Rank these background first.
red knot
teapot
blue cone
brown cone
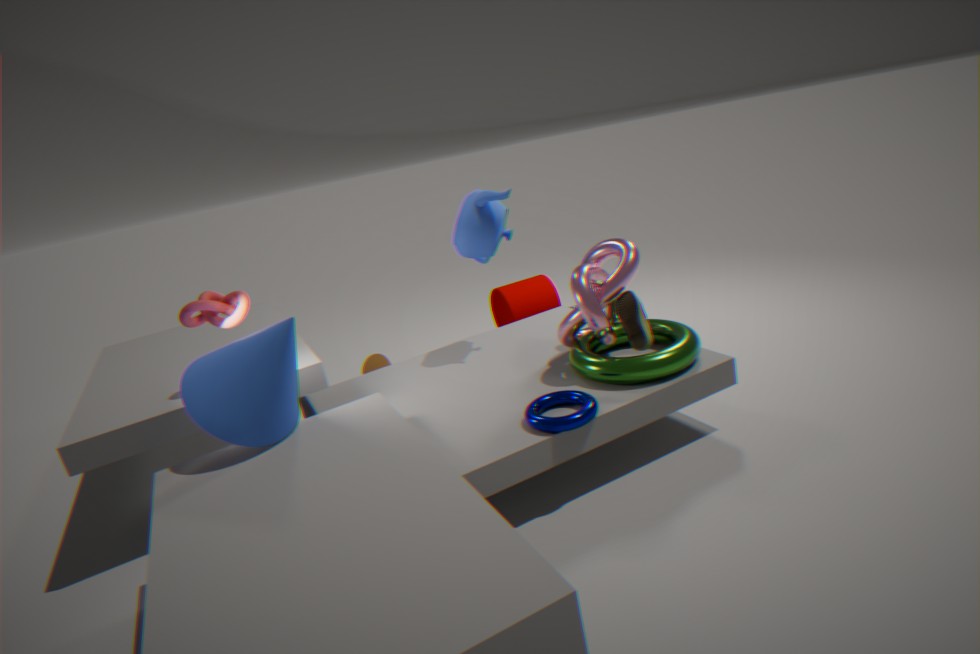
1. brown cone
2. teapot
3. red knot
4. blue cone
